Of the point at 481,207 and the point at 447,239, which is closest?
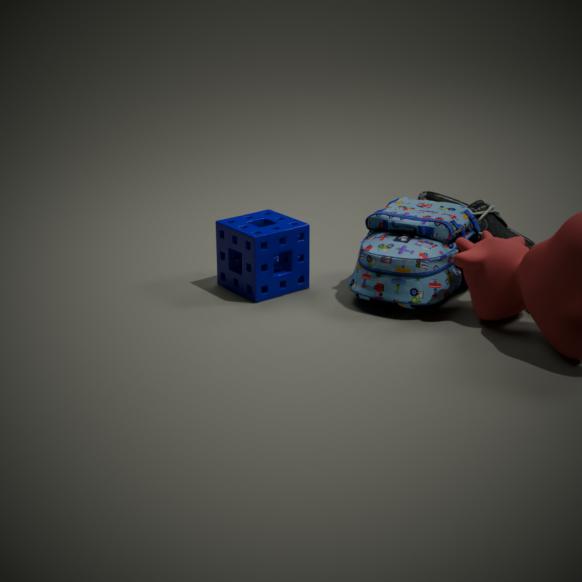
the point at 447,239
